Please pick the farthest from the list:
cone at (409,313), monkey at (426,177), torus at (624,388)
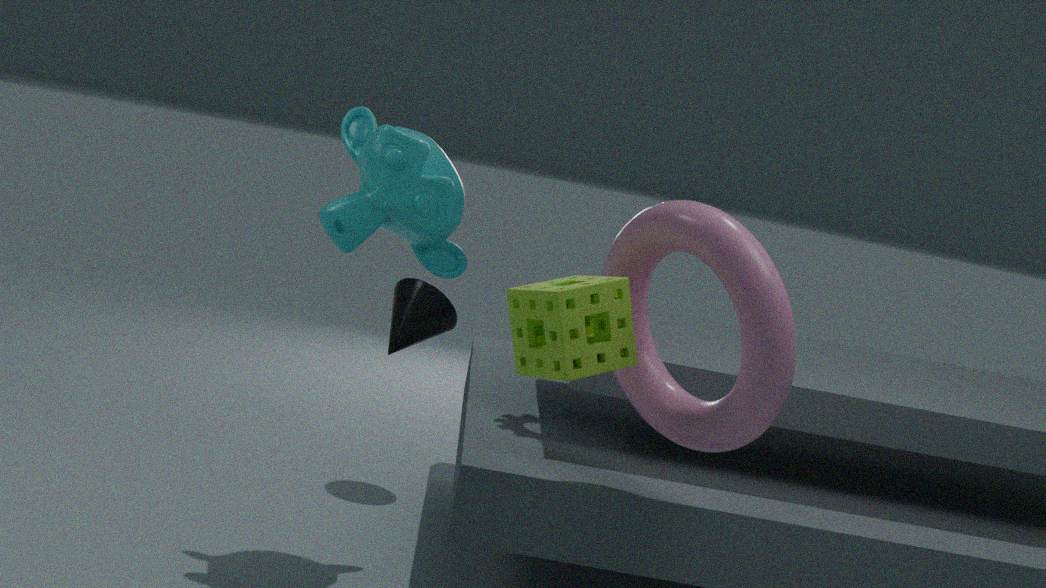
cone at (409,313)
